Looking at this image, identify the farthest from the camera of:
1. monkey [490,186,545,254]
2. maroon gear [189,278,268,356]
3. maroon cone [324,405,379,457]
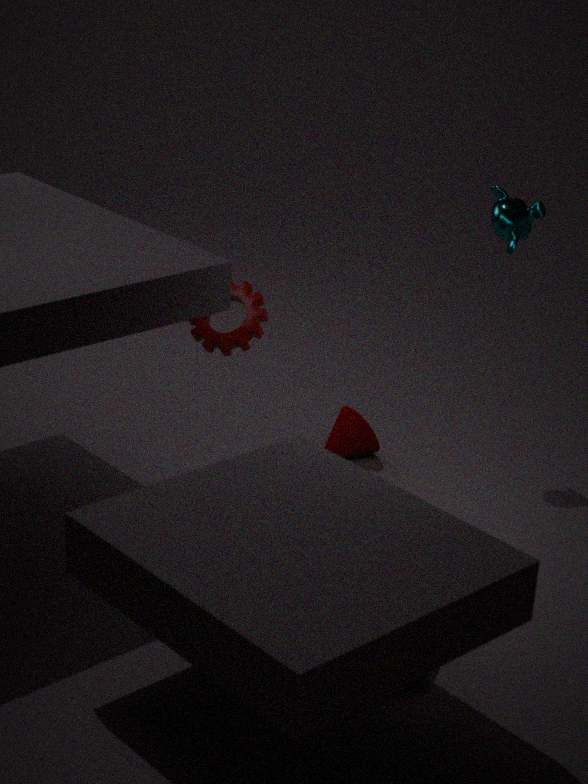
maroon cone [324,405,379,457]
